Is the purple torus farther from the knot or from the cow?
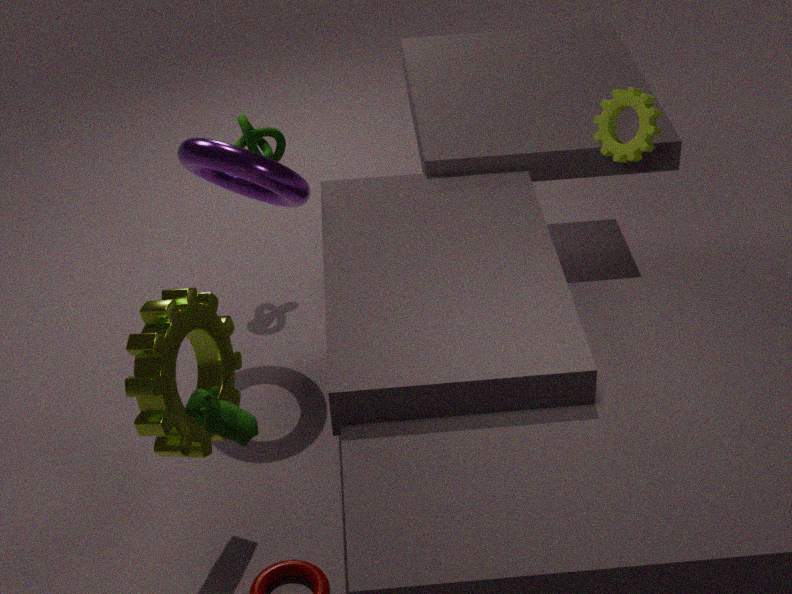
the cow
